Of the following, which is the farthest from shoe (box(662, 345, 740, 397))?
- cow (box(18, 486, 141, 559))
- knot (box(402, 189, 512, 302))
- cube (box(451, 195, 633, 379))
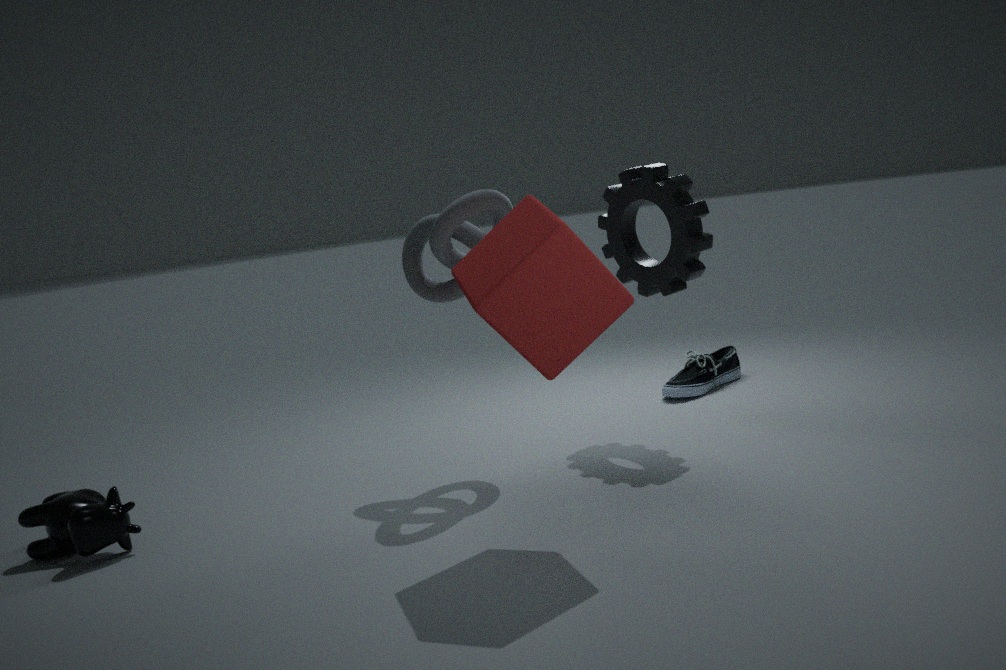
cow (box(18, 486, 141, 559))
